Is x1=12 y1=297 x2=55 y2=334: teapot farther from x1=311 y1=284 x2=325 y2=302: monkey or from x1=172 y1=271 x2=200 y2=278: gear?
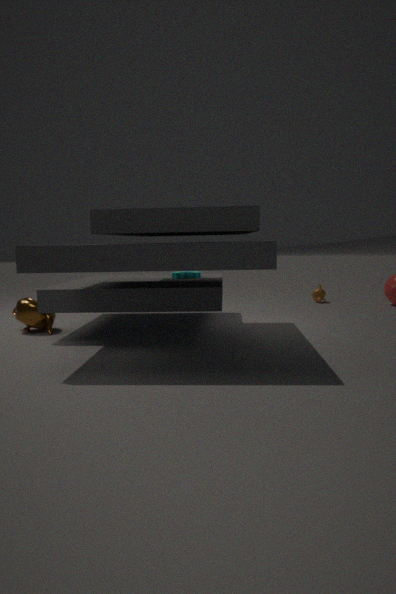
x1=311 y1=284 x2=325 y2=302: monkey
